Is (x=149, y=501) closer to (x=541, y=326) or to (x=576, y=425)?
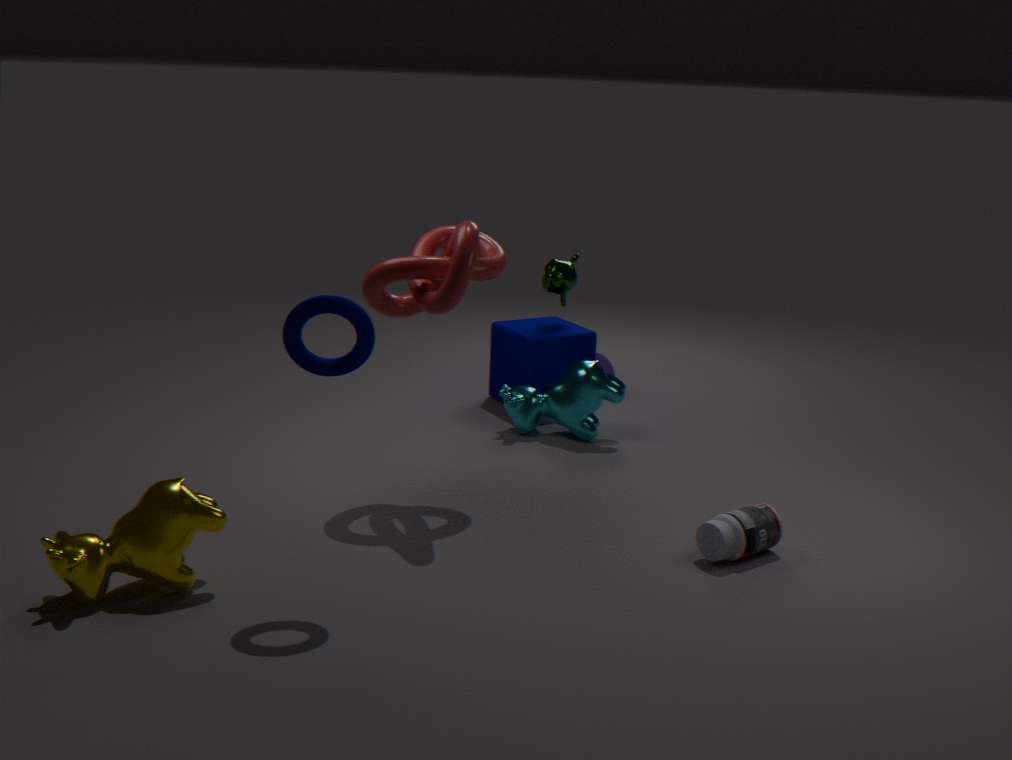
(x=576, y=425)
